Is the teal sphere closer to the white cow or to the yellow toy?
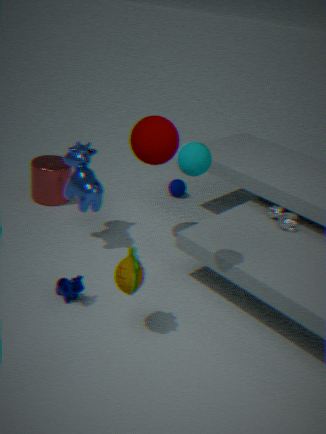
the yellow toy
